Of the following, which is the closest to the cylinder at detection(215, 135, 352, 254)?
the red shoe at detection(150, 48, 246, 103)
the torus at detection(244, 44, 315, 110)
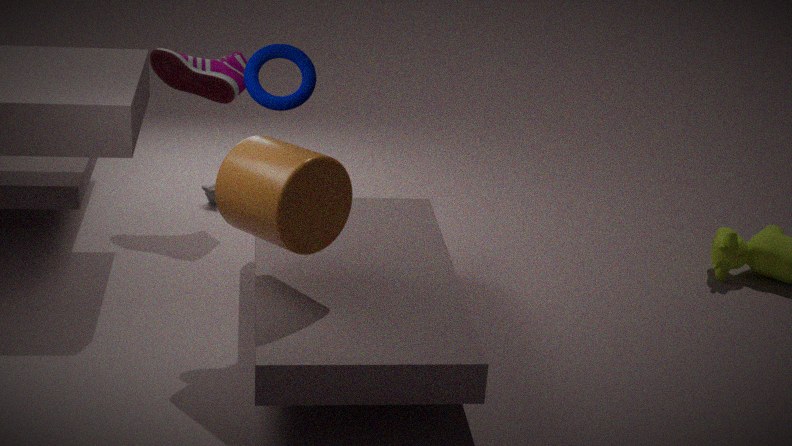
the torus at detection(244, 44, 315, 110)
